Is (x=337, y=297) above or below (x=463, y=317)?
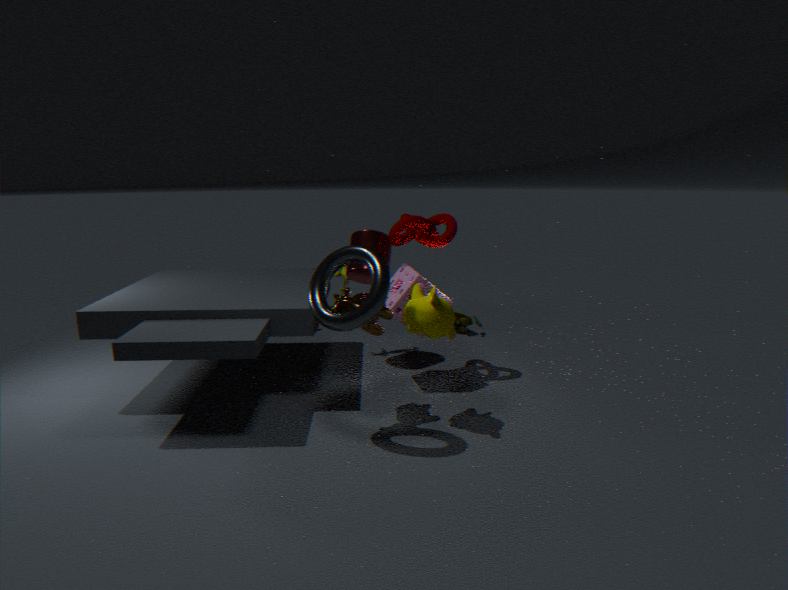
above
